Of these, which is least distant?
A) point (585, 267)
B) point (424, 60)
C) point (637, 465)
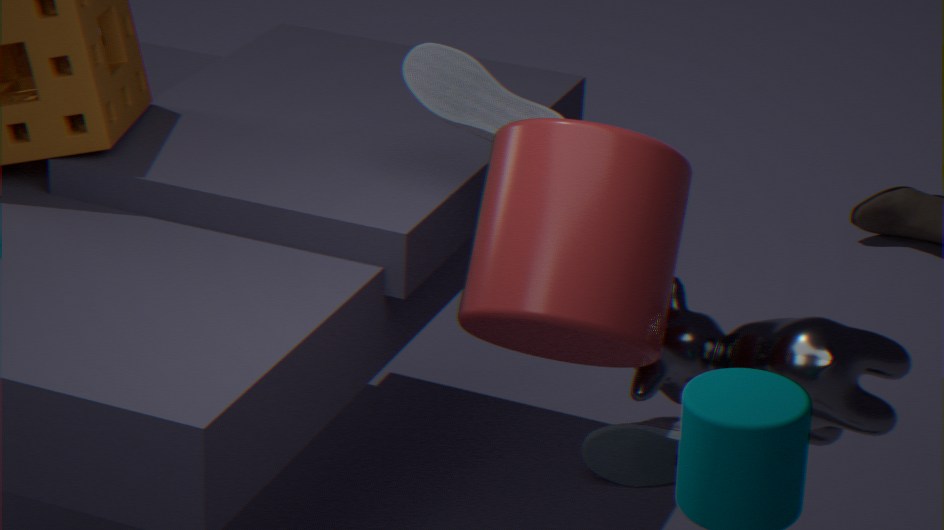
point (585, 267)
